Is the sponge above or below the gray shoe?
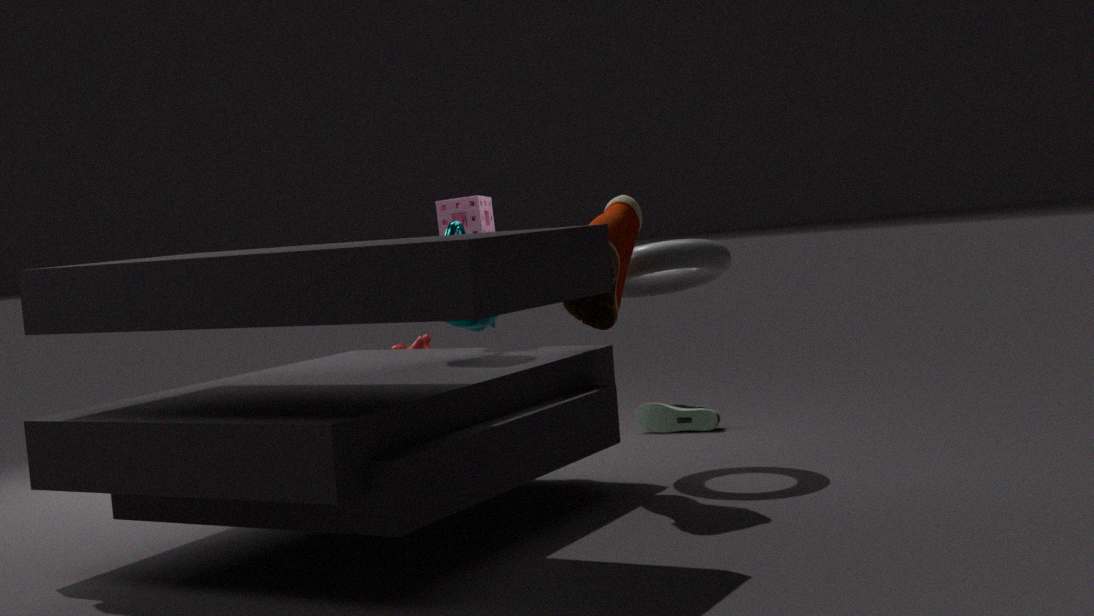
above
